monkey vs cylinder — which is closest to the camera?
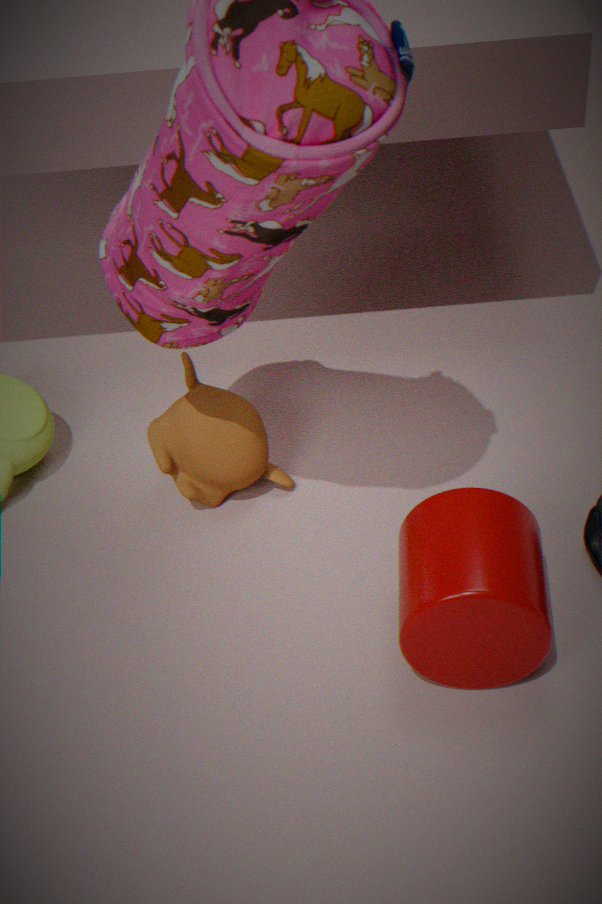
cylinder
